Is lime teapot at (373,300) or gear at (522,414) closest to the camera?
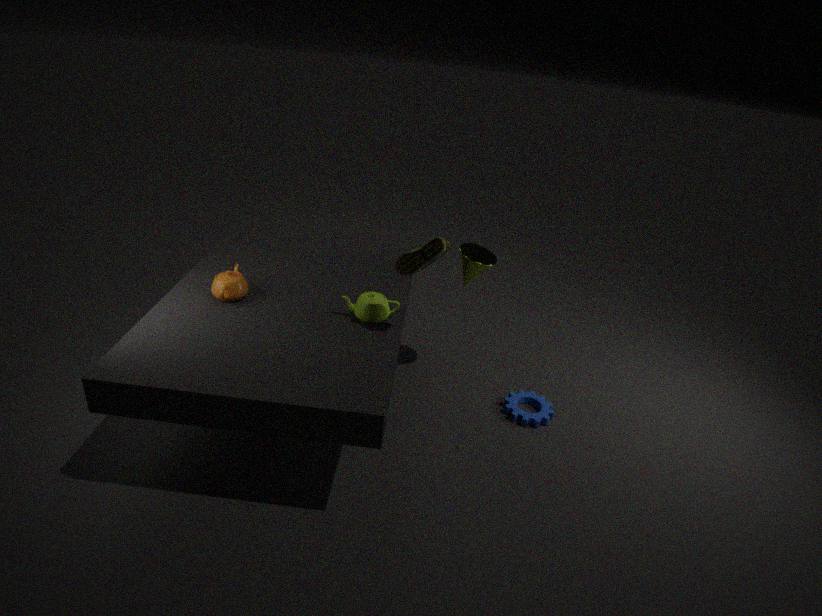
lime teapot at (373,300)
